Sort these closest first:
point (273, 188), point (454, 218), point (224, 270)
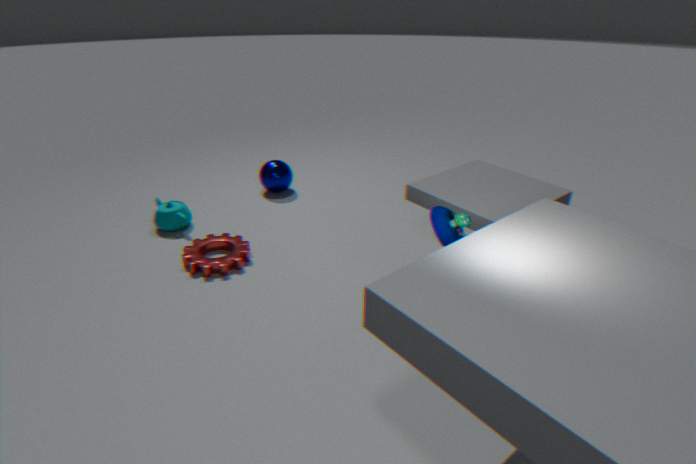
point (454, 218)
point (224, 270)
point (273, 188)
